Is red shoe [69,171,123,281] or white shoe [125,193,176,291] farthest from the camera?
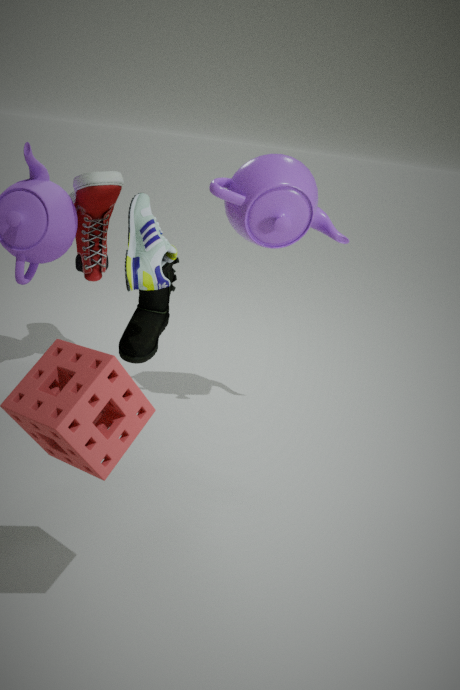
red shoe [69,171,123,281]
